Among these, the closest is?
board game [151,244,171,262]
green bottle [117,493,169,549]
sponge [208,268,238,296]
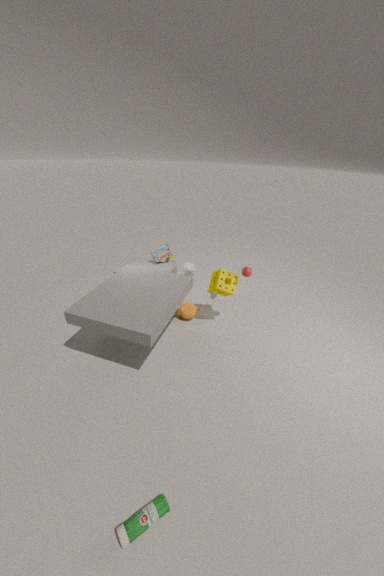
green bottle [117,493,169,549]
